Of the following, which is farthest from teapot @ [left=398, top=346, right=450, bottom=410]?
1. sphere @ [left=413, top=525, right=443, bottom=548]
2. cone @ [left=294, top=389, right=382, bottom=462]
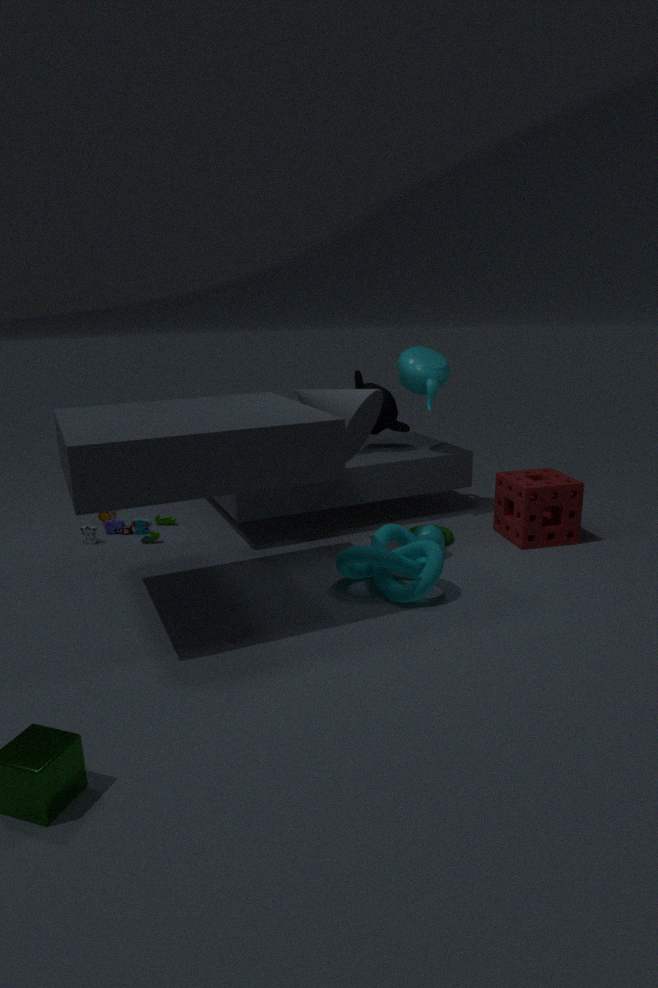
sphere @ [left=413, top=525, right=443, bottom=548]
